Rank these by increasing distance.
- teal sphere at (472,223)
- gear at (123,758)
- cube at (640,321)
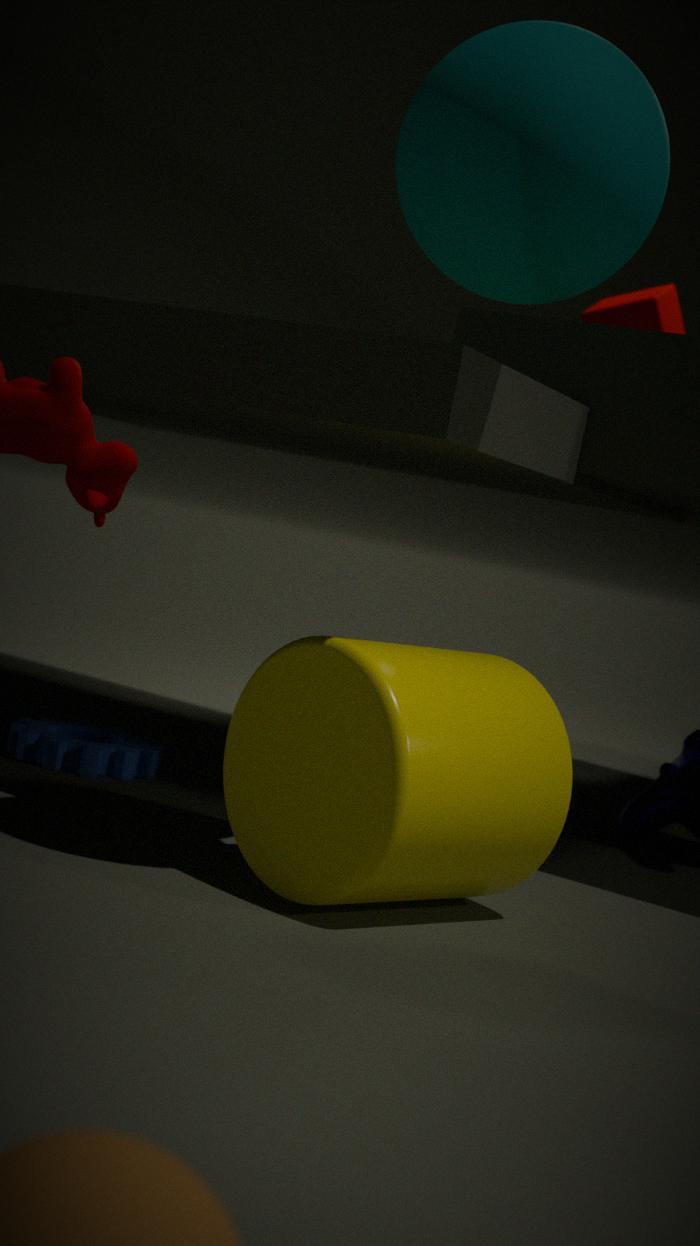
teal sphere at (472,223)
gear at (123,758)
cube at (640,321)
